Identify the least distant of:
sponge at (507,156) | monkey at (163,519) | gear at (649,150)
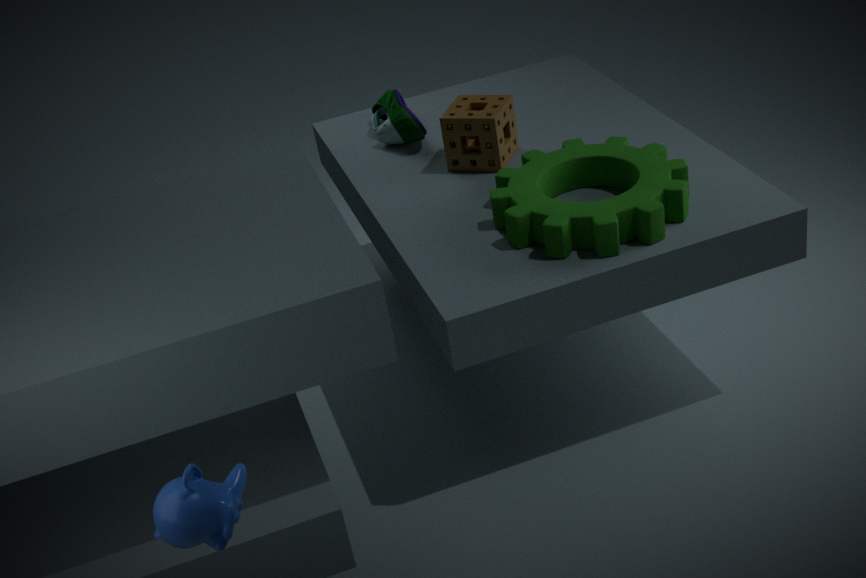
monkey at (163,519)
